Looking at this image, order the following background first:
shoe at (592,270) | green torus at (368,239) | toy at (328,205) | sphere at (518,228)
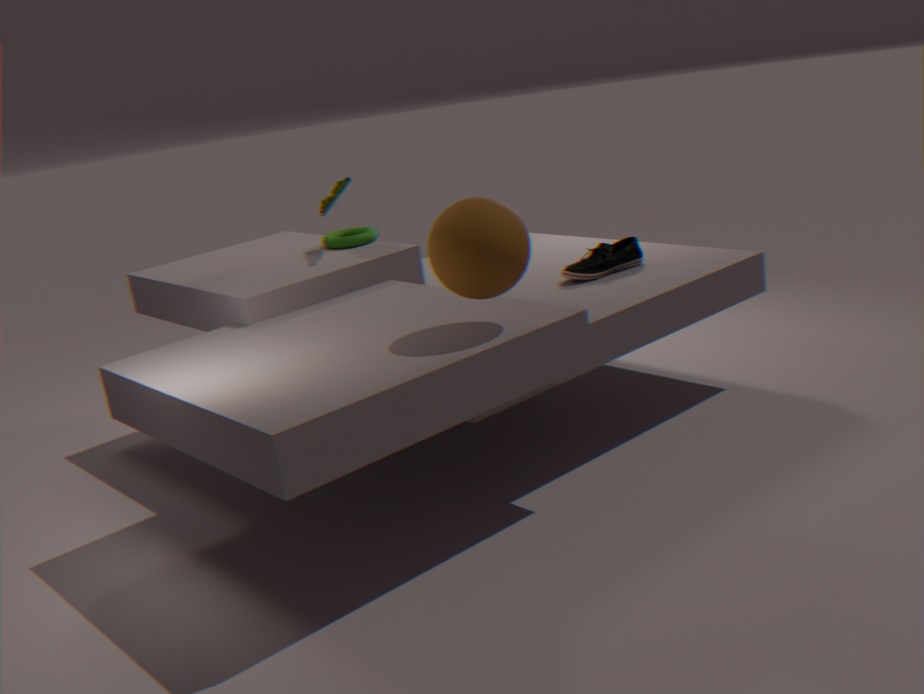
green torus at (368,239) → toy at (328,205) → shoe at (592,270) → sphere at (518,228)
